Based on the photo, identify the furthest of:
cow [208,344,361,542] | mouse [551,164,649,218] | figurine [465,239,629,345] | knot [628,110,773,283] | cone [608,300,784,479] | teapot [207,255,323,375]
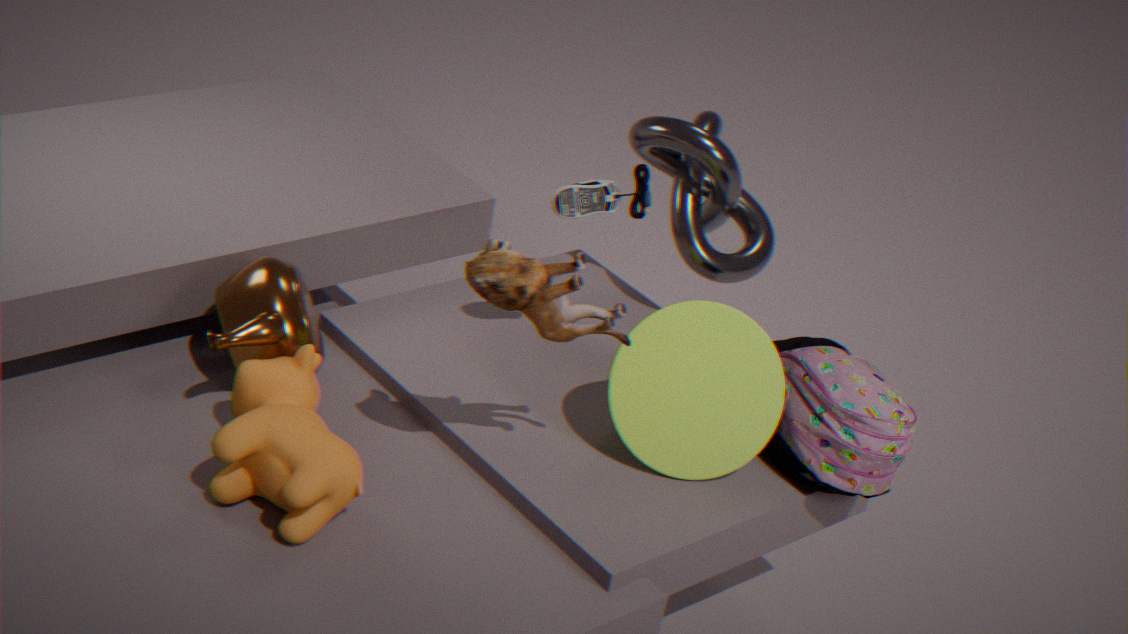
knot [628,110,773,283]
